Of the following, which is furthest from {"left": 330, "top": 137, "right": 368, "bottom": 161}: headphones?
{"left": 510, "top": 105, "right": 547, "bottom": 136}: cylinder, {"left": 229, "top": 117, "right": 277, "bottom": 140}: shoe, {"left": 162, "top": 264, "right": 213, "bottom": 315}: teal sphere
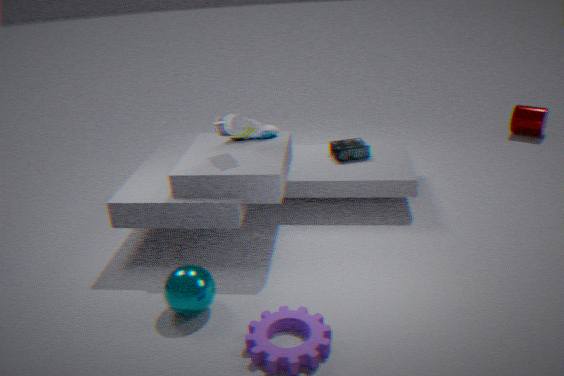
{"left": 510, "top": 105, "right": 547, "bottom": 136}: cylinder
